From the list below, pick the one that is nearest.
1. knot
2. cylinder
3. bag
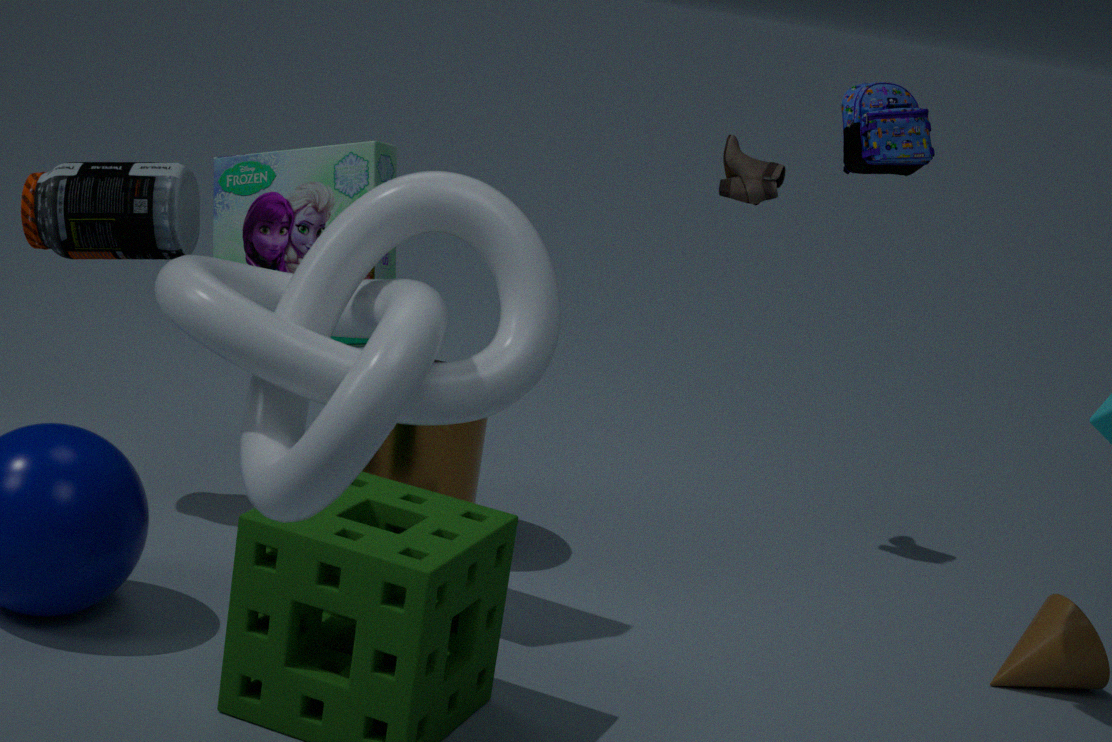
knot
